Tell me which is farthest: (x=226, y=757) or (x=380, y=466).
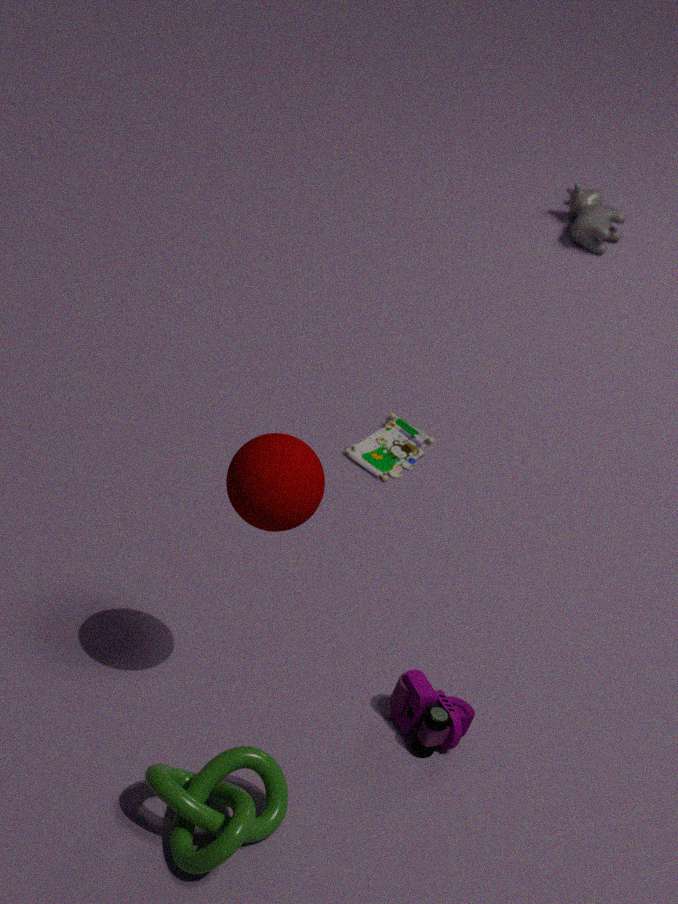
(x=380, y=466)
